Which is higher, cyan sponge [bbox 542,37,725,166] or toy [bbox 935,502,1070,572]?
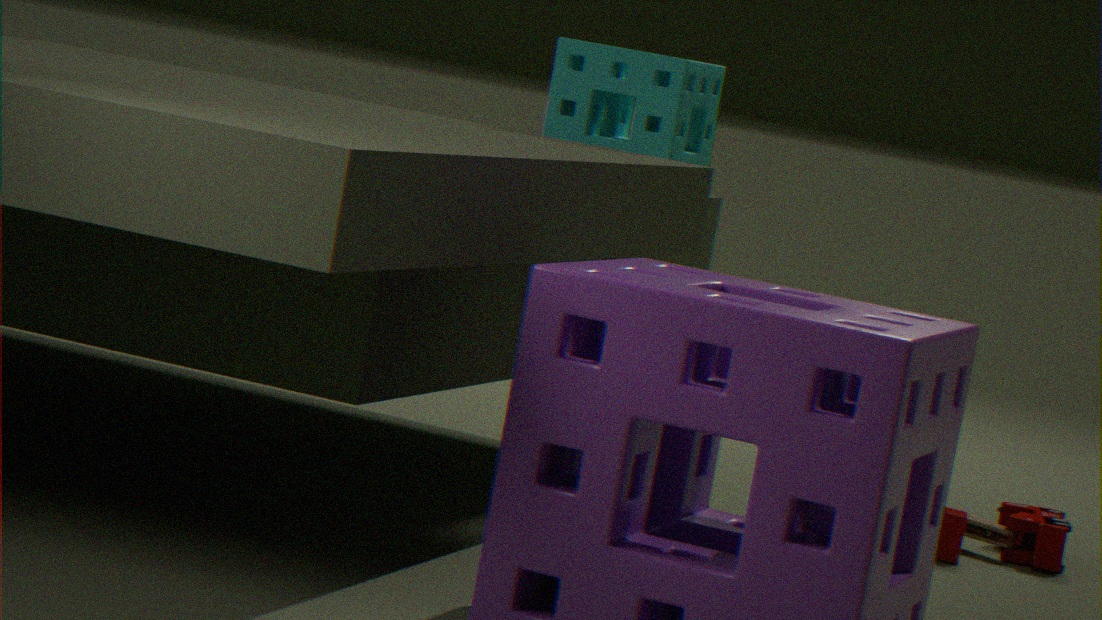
cyan sponge [bbox 542,37,725,166]
